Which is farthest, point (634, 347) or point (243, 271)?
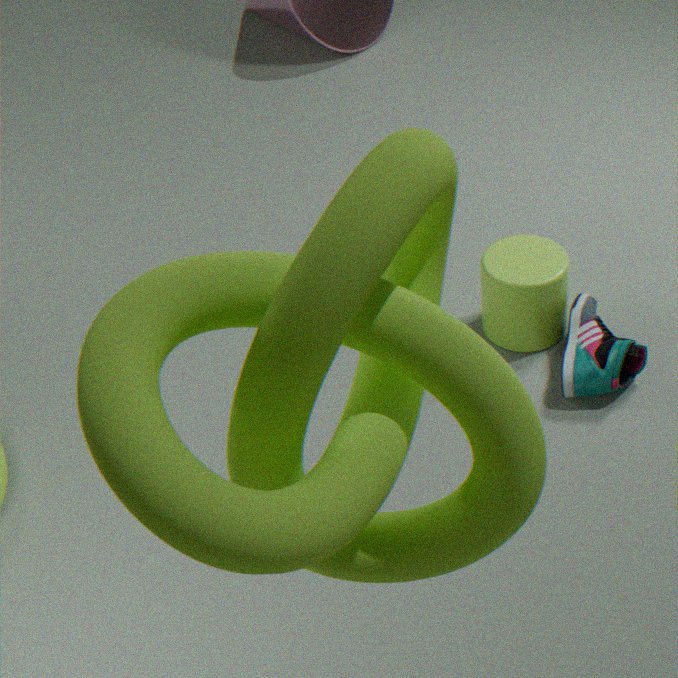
point (634, 347)
